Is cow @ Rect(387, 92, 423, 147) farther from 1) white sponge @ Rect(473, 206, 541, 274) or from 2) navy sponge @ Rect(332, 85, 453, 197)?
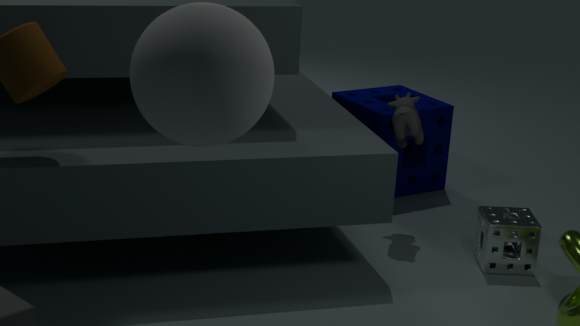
1) white sponge @ Rect(473, 206, 541, 274)
